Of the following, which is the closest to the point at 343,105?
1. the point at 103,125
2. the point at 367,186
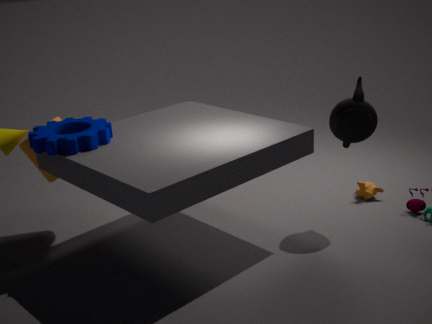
the point at 367,186
